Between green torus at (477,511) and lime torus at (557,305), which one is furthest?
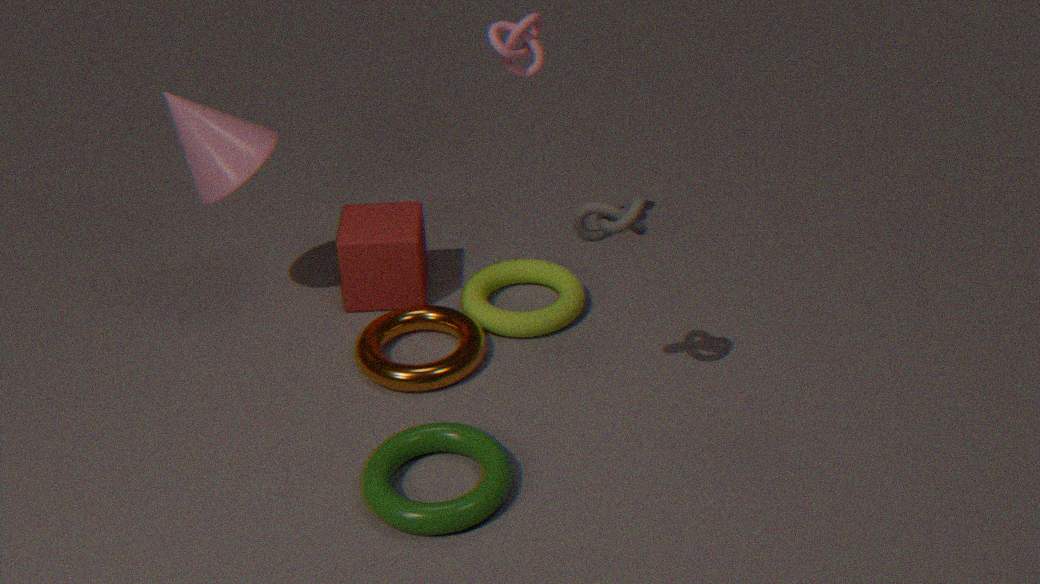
lime torus at (557,305)
